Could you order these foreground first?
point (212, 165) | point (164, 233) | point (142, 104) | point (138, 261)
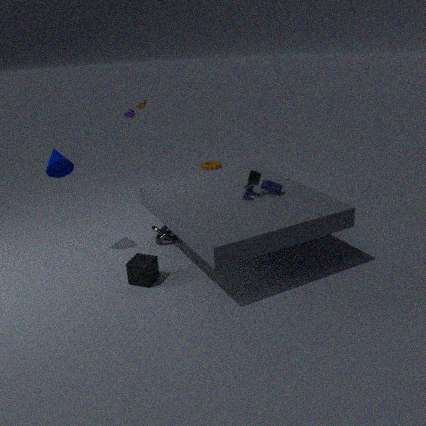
Answer: point (138, 261)
point (164, 233)
point (142, 104)
point (212, 165)
